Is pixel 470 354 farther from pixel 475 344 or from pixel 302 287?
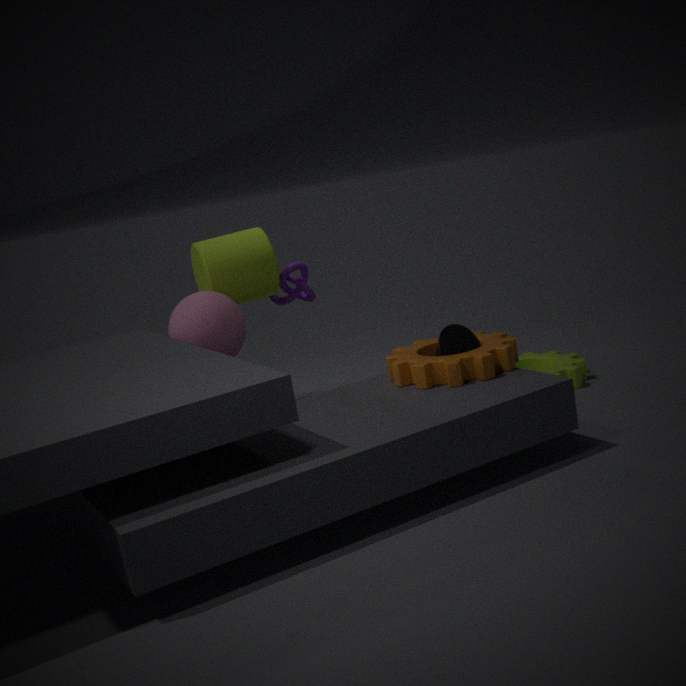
pixel 302 287
